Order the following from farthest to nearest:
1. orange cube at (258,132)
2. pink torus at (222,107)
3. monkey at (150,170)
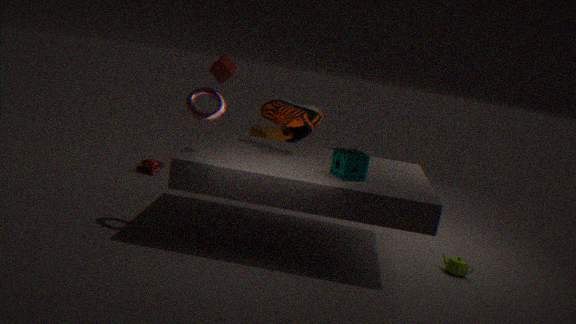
orange cube at (258,132), monkey at (150,170), pink torus at (222,107)
